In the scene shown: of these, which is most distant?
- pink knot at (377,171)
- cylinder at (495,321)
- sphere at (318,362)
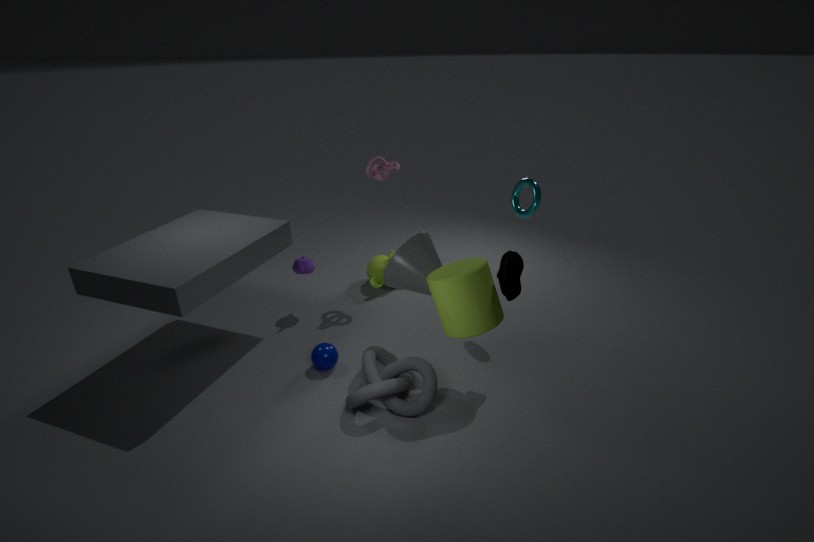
pink knot at (377,171)
